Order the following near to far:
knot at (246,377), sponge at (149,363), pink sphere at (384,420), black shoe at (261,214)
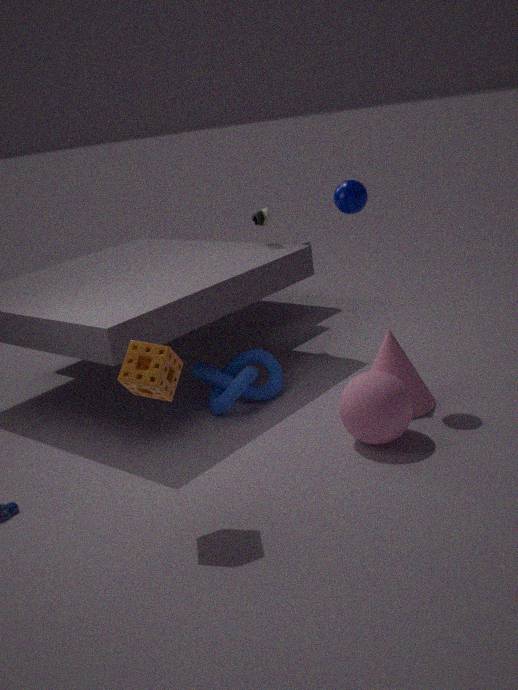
sponge at (149,363), pink sphere at (384,420), knot at (246,377), black shoe at (261,214)
